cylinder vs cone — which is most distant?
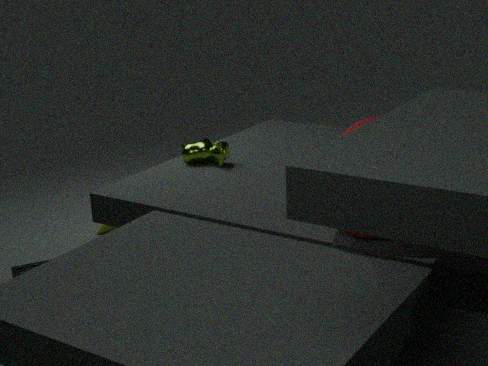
cone
